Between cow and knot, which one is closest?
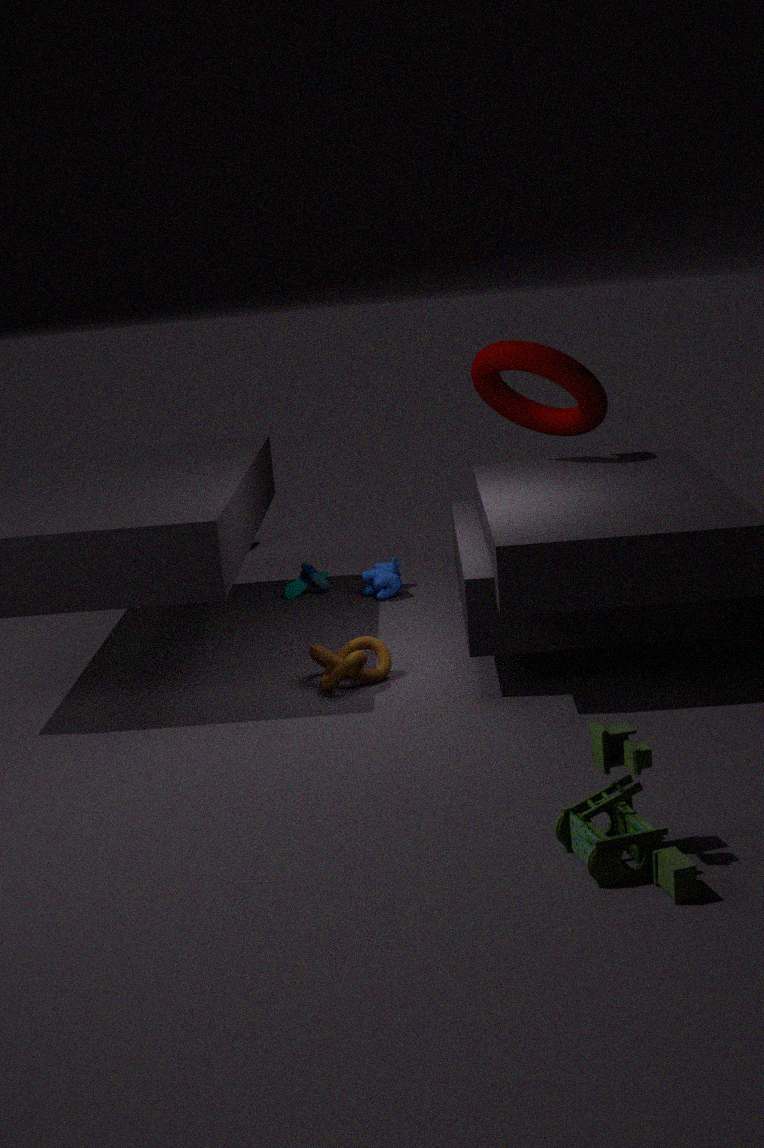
knot
